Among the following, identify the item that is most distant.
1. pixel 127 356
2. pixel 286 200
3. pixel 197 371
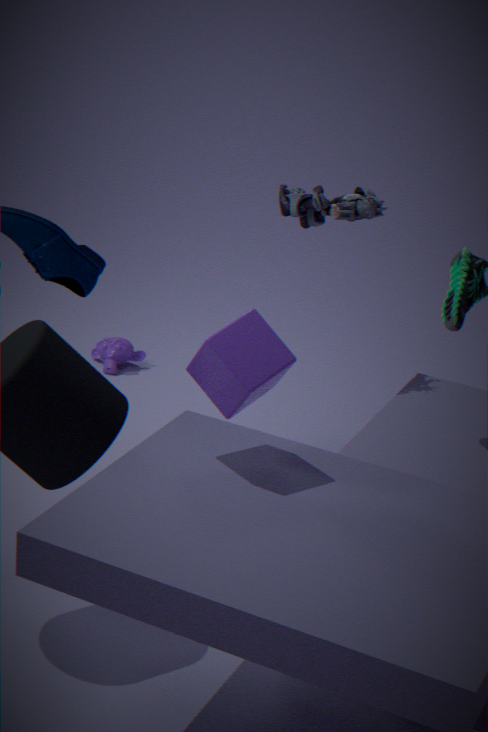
pixel 127 356
